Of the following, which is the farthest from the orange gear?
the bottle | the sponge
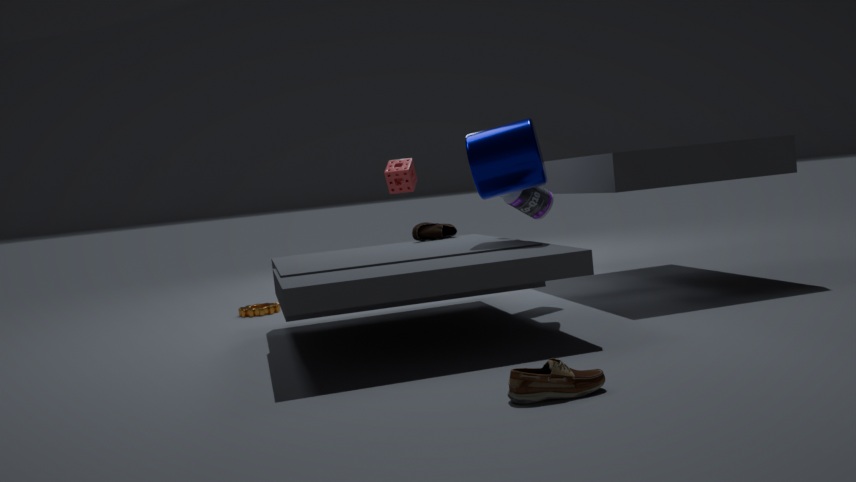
the bottle
